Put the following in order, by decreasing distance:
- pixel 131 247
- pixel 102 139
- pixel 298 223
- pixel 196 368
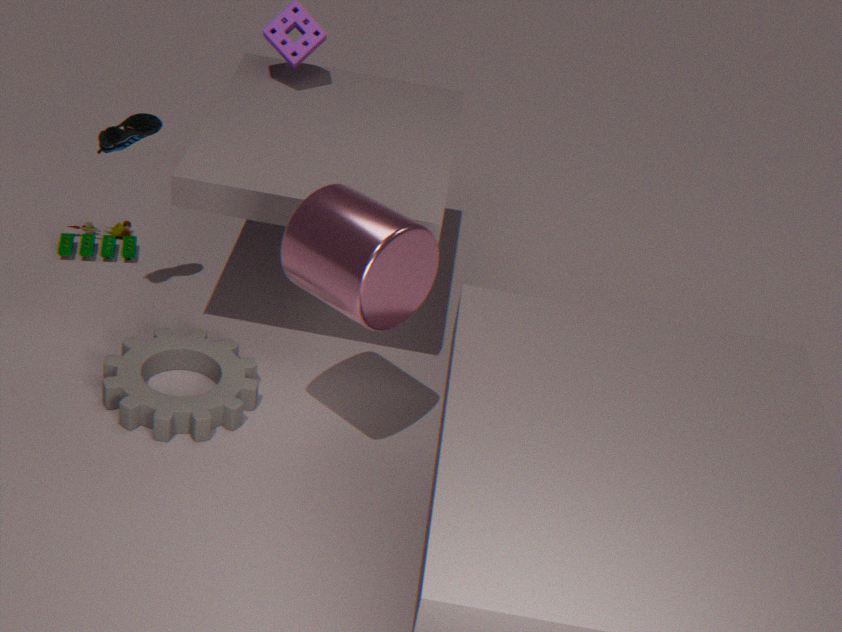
pixel 131 247 < pixel 196 368 < pixel 102 139 < pixel 298 223
